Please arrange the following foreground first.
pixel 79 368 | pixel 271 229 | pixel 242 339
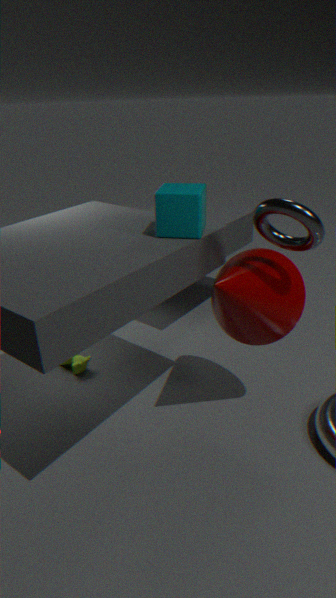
pixel 271 229 → pixel 242 339 → pixel 79 368
